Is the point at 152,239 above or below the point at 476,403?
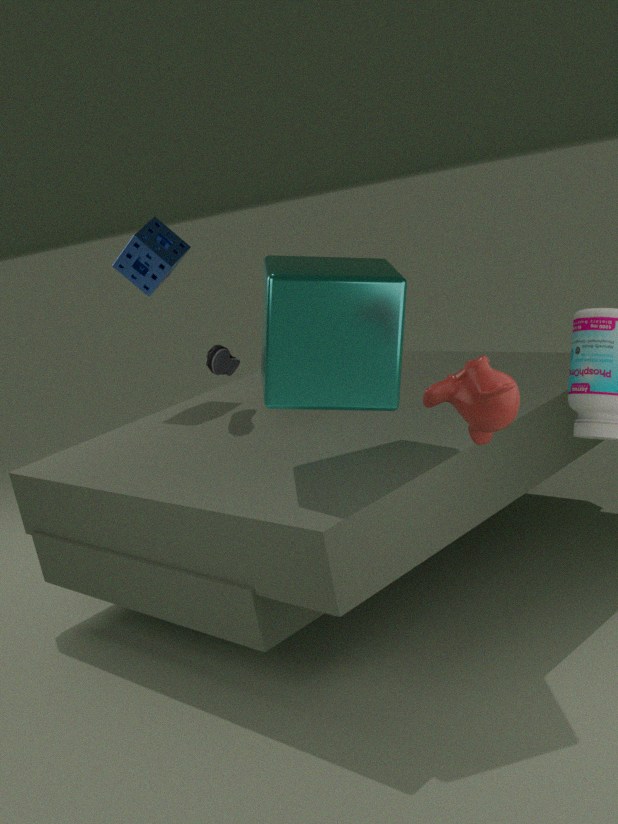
above
